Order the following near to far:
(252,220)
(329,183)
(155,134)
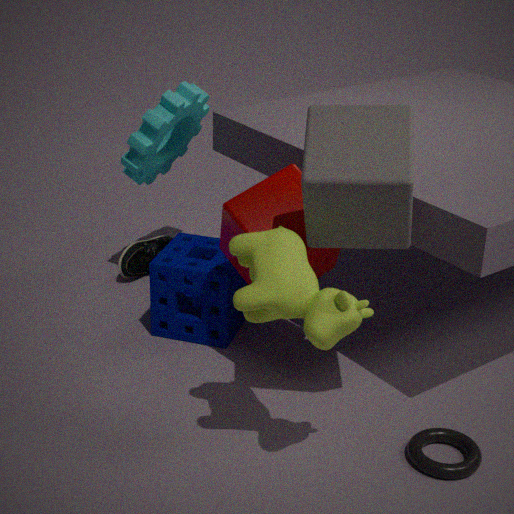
(329,183)
(252,220)
(155,134)
